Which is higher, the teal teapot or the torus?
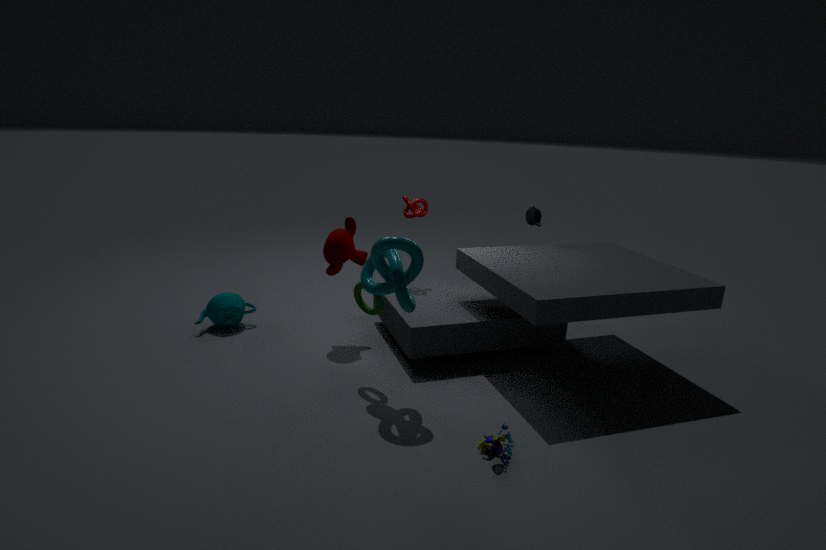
the torus
